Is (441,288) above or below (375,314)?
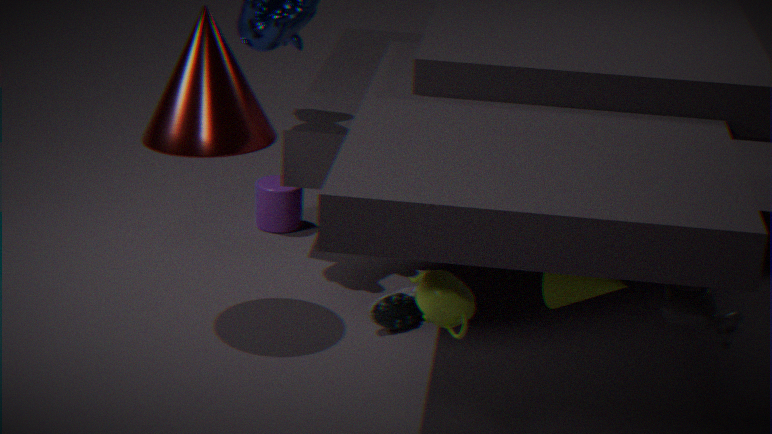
above
